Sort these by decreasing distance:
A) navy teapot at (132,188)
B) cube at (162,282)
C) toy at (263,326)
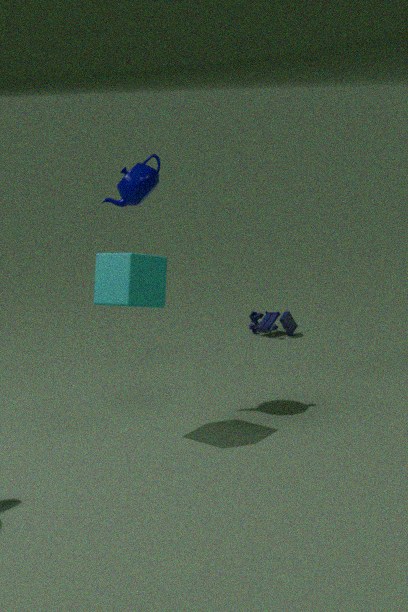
toy at (263,326)
navy teapot at (132,188)
cube at (162,282)
